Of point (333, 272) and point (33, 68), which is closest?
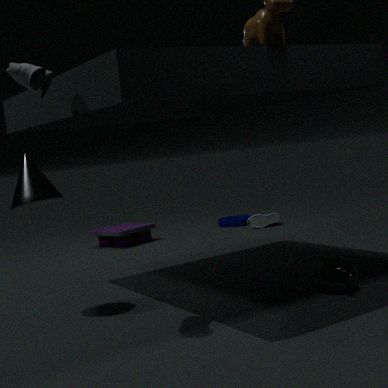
point (33, 68)
